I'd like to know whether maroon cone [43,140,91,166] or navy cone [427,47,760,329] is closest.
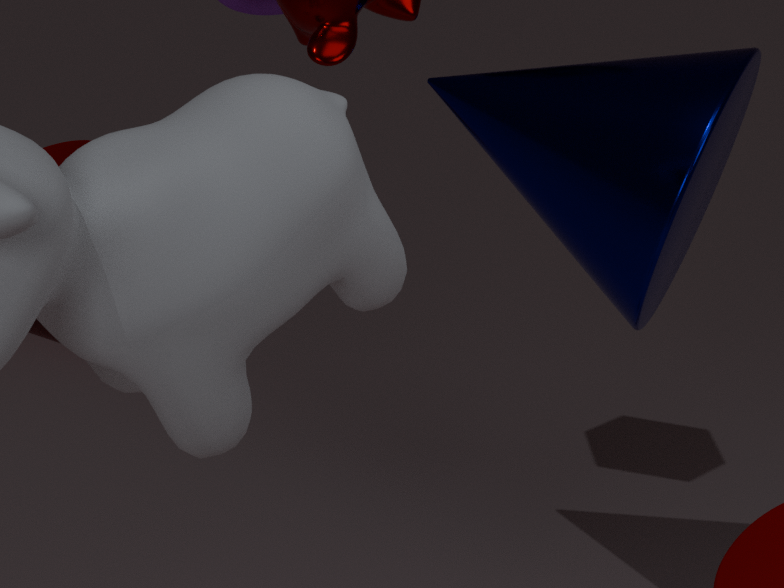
navy cone [427,47,760,329]
